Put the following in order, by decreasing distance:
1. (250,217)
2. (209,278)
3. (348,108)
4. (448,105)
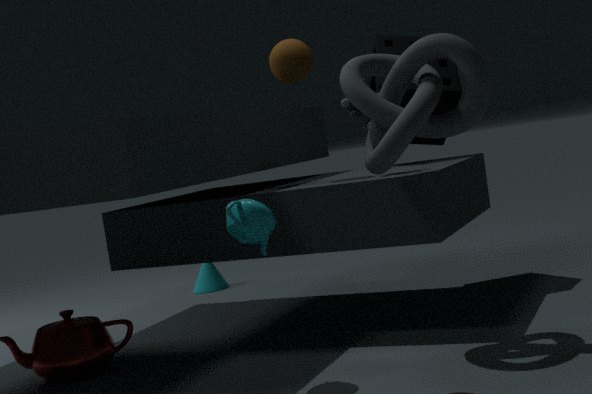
(209,278), (448,105), (348,108), (250,217)
